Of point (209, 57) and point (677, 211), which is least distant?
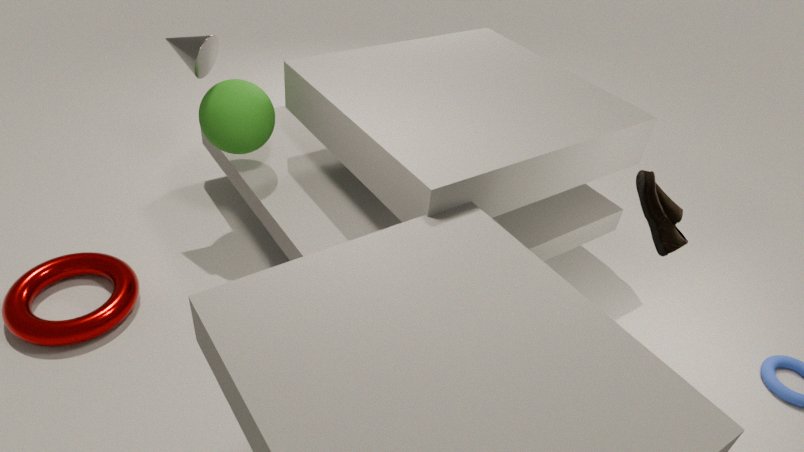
point (677, 211)
